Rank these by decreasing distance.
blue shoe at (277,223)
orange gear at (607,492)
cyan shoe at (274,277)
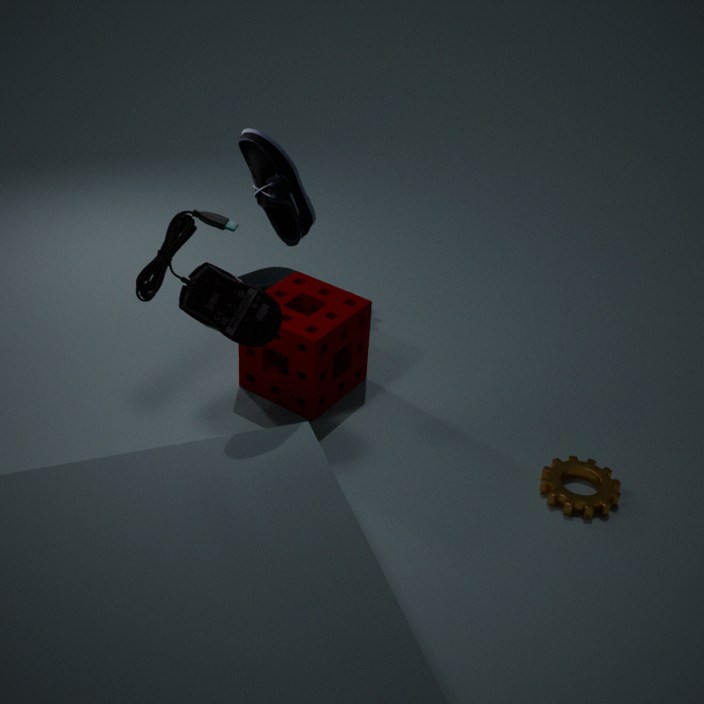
1. cyan shoe at (274,277)
2. orange gear at (607,492)
3. blue shoe at (277,223)
